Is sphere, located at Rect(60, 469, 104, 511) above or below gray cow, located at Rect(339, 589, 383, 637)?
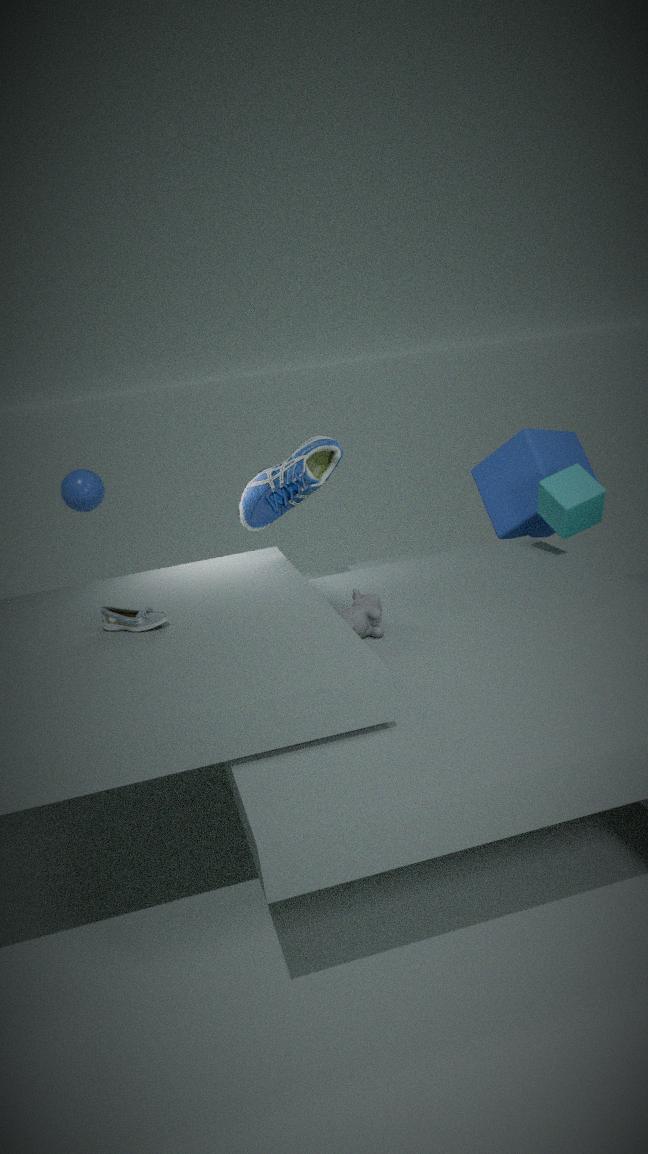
above
